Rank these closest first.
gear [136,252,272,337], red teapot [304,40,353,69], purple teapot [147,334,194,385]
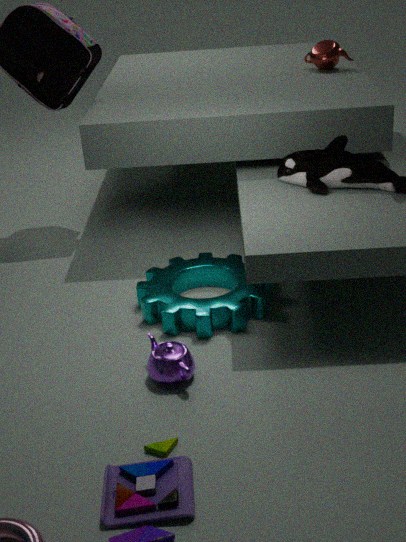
purple teapot [147,334,194,385]
gear [136,252,272,337]
red teapot [304,40,353,69]
